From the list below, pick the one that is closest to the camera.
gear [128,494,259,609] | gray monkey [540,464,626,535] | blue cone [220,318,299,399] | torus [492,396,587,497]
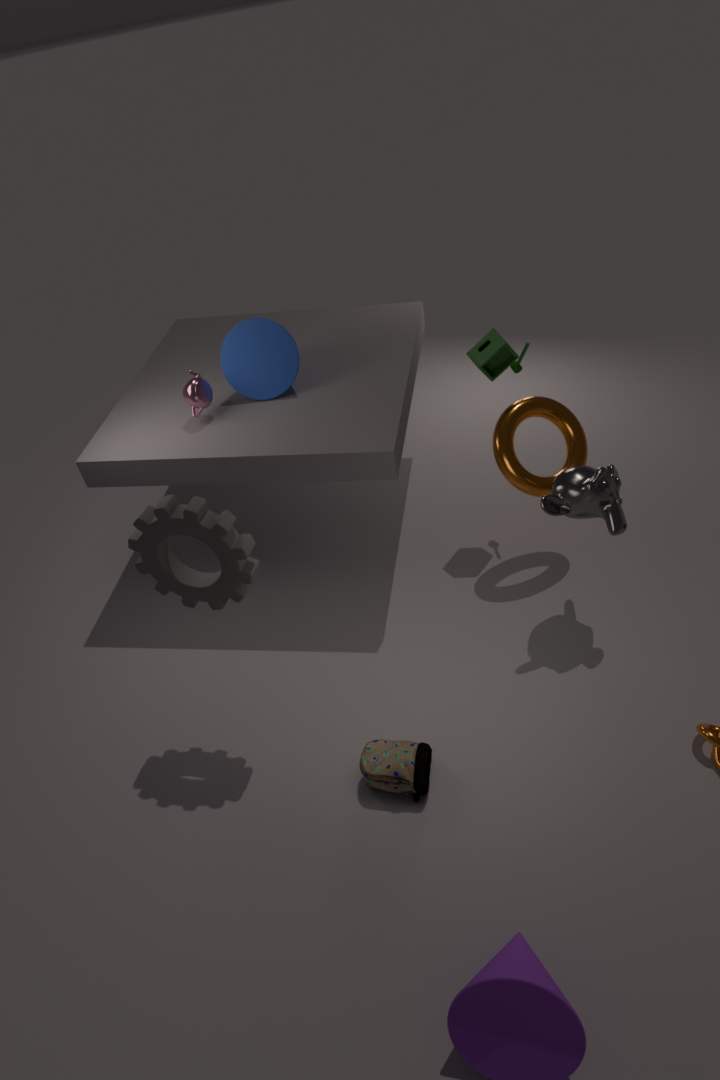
gear [128,494,259,609]
